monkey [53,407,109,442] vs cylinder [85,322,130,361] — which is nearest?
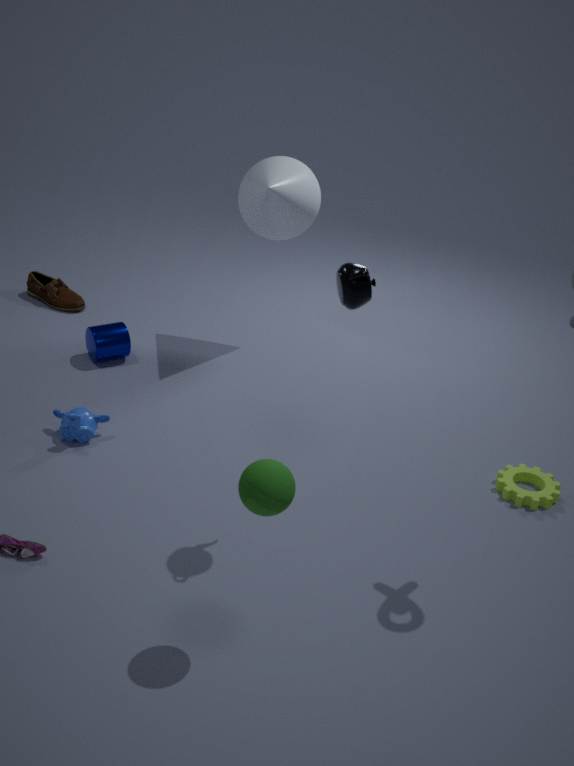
monkey [53,407,109,442]
